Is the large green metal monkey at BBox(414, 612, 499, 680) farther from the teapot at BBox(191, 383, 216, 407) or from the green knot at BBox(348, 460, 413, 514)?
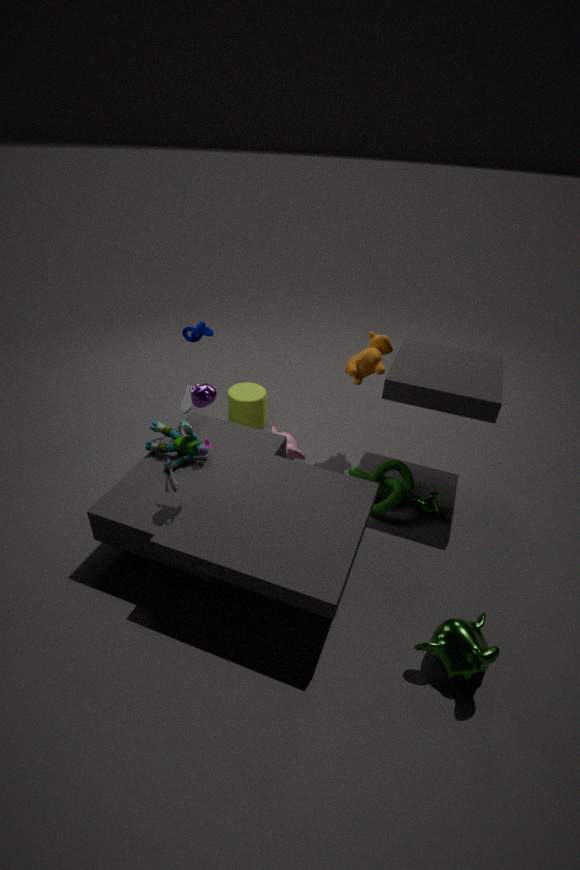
the teapot at BBox(191, 383, 216, 407)
